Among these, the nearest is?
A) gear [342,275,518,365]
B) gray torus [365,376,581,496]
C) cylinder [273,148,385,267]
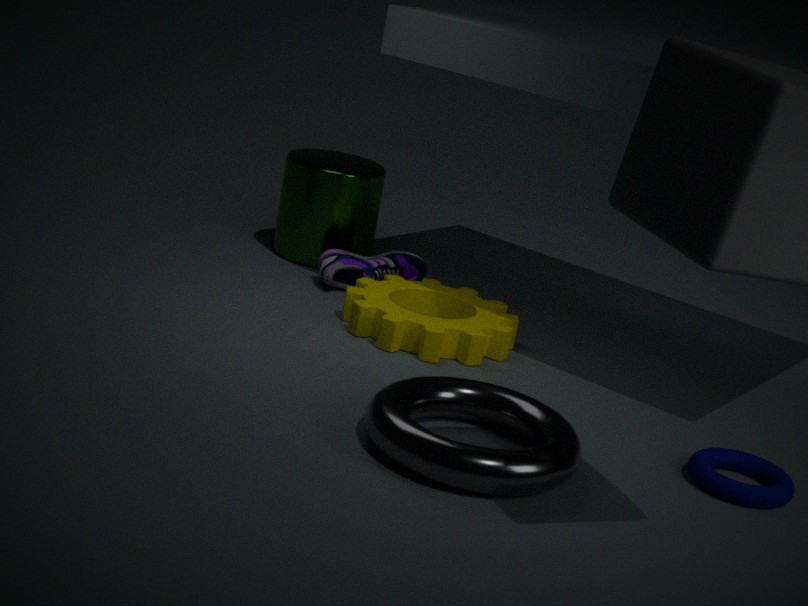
gray torus [365,376,581,496]
